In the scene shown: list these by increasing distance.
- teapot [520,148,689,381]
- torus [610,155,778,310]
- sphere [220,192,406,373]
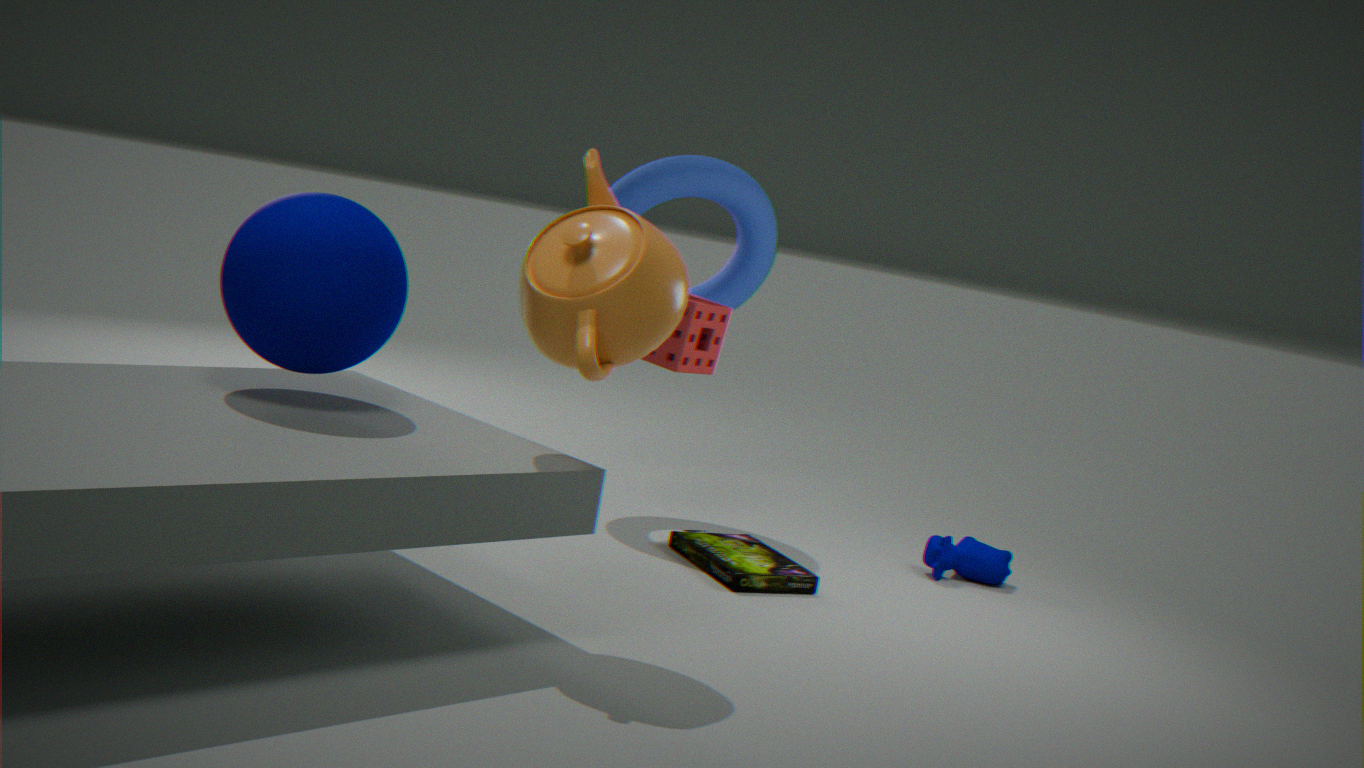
1. teapot [520,148,689,381]
2. sphere [220,192,406,373]
3. torus [610,155,778,310]
